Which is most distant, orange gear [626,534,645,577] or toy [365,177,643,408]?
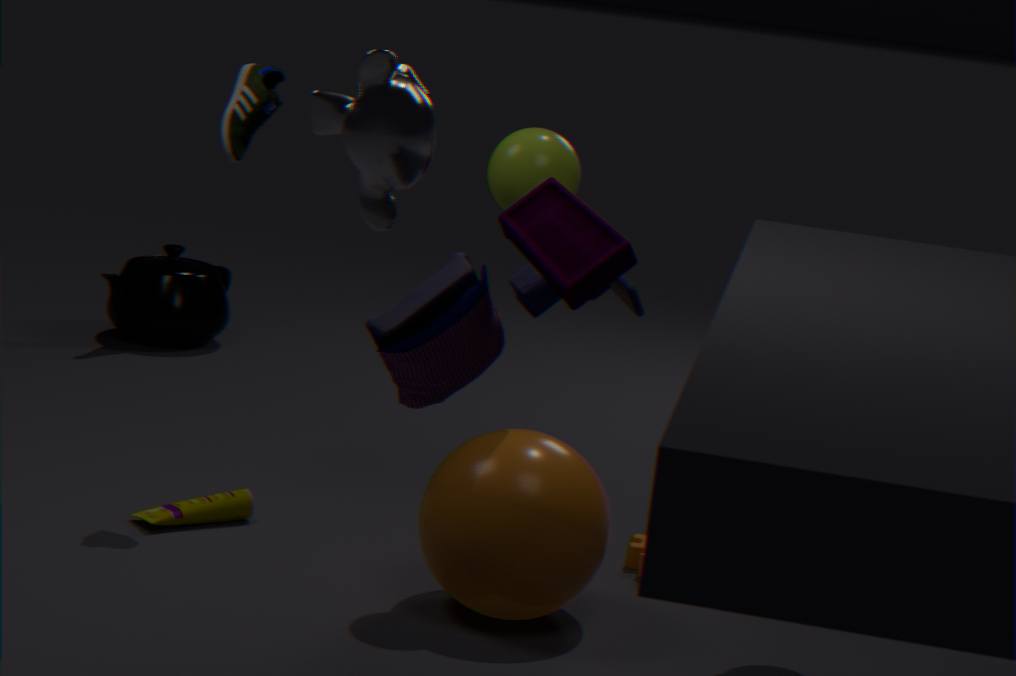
orange gear [626,534,645,577]
